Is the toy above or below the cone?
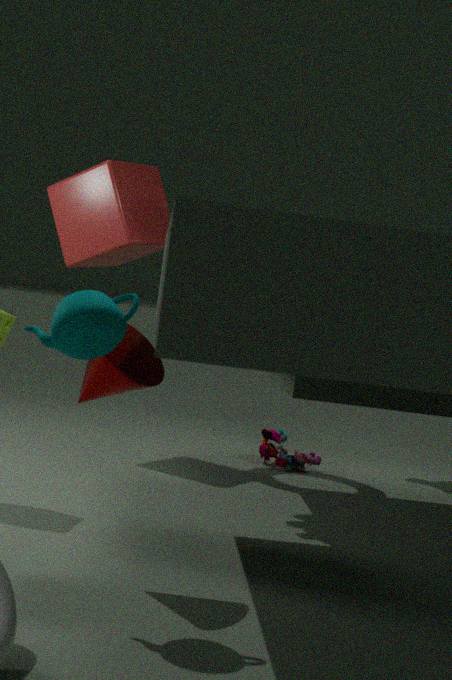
below
